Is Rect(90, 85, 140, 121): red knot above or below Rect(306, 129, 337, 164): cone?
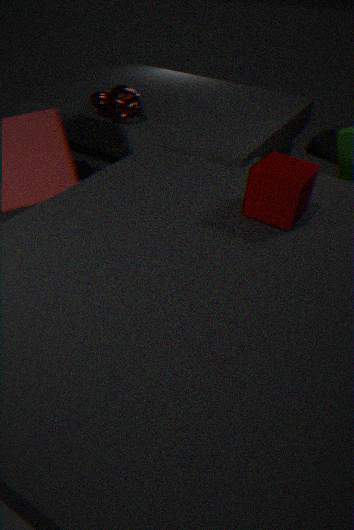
above
